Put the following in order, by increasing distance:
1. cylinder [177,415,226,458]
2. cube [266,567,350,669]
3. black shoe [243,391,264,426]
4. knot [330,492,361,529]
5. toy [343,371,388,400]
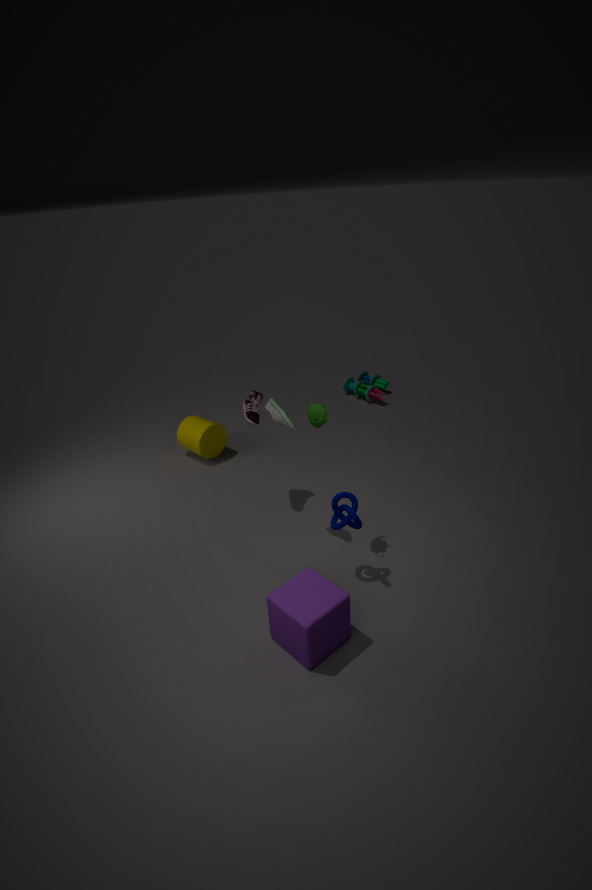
cube [266,567,350,669]
knot [330,492,361,529]
black shoe [243,391,264,426]
cylinder [177,415,226,458]
toy [343,371,388,400]
